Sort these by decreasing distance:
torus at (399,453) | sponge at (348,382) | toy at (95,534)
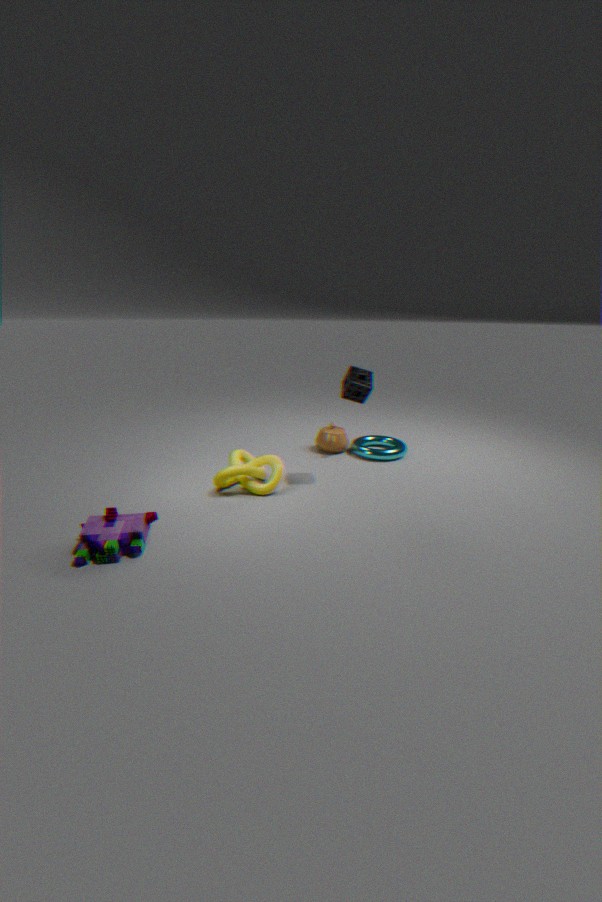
torus at (399,453)
sponge at (348,382)
toy at (95,534)
